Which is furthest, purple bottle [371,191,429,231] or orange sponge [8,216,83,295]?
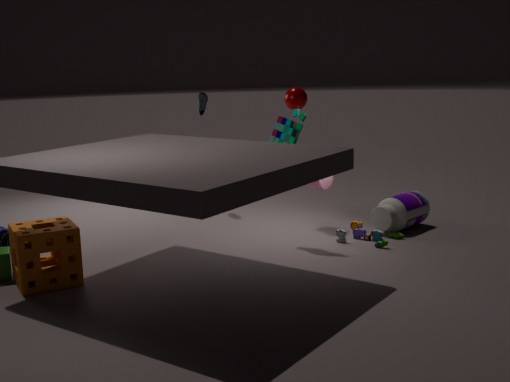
purple bottle [371,191,429,231]
